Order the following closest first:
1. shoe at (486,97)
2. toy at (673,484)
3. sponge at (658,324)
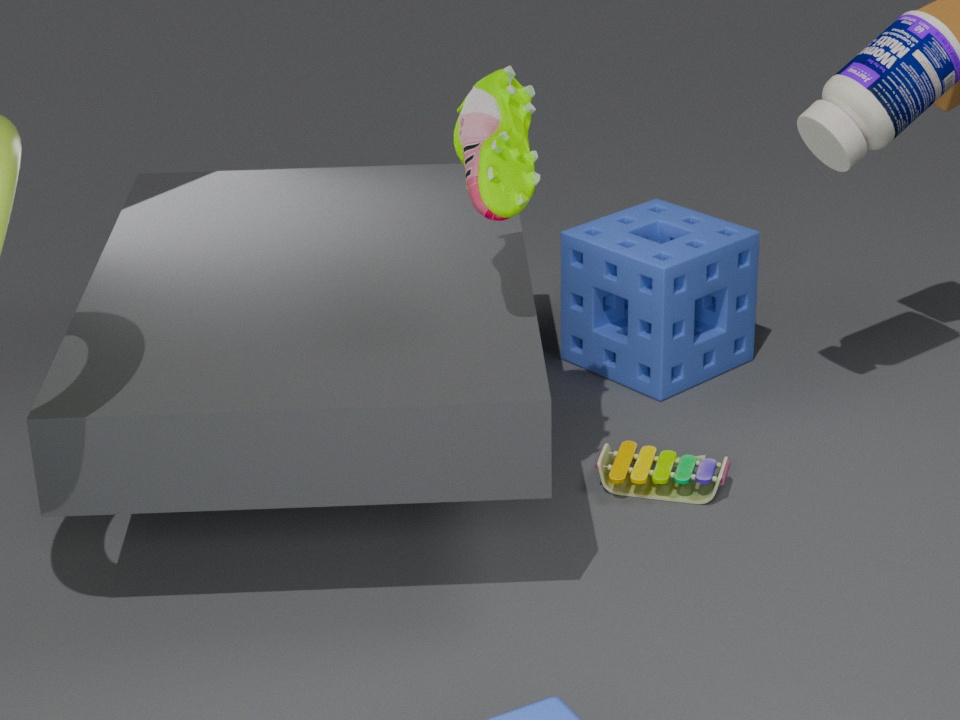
1. shoe at (486,97)
2. toy at (673,484)
3. sponge at (658,324)
